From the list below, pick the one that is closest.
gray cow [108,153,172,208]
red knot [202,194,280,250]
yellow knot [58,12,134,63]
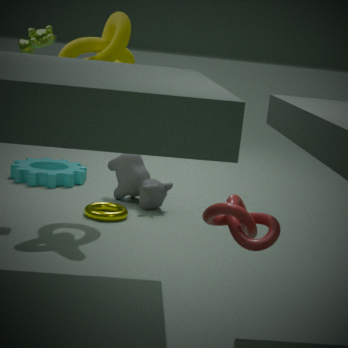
red knot [202,194,280,250]
